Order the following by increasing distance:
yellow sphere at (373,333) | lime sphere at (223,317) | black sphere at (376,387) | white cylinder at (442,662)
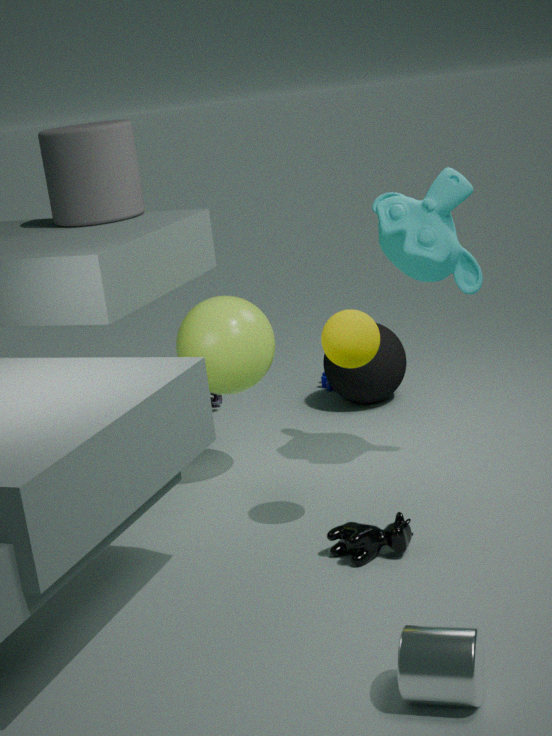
white cylinder at (442,662), yellow sphere at (373,333), lime sphere at (223,317), black sphere at (376,387)
